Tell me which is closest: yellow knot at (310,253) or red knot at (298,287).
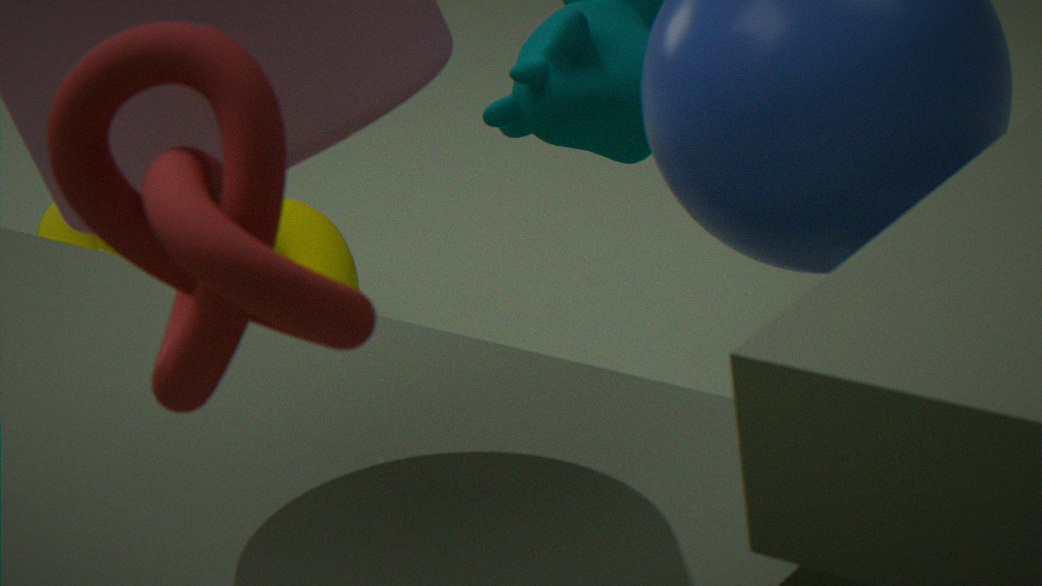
red knot at (298,287)
